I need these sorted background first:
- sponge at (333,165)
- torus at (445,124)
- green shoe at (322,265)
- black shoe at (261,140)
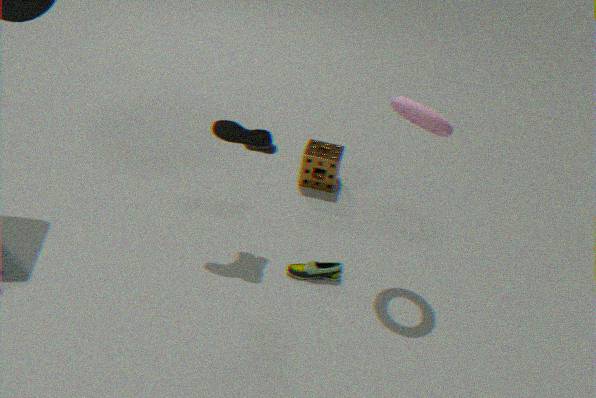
sponge at (333,165), green shoe at (322,265), black shoe at (261,140), torus at (445,124)
